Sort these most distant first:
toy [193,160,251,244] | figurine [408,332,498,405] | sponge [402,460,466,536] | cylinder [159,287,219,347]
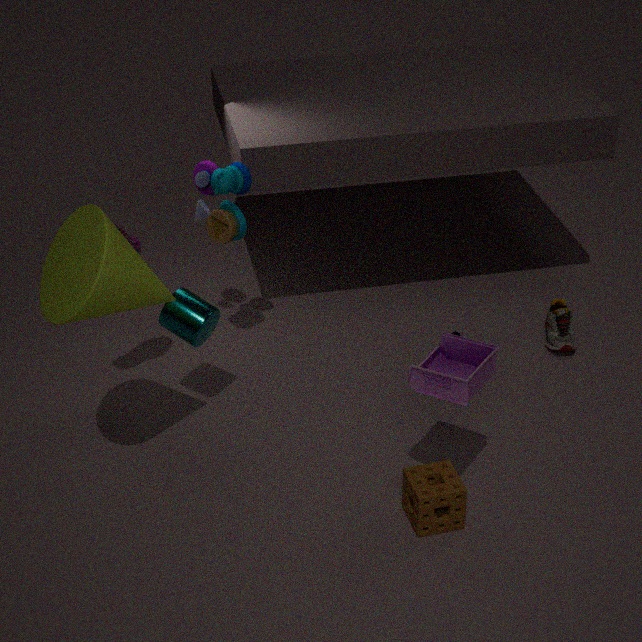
1. toy [193,160,251,244]
2. cylinder [159,287,219,347]
3. sponge [402,460,466,536]
4. figurine [408,332,498,405]
